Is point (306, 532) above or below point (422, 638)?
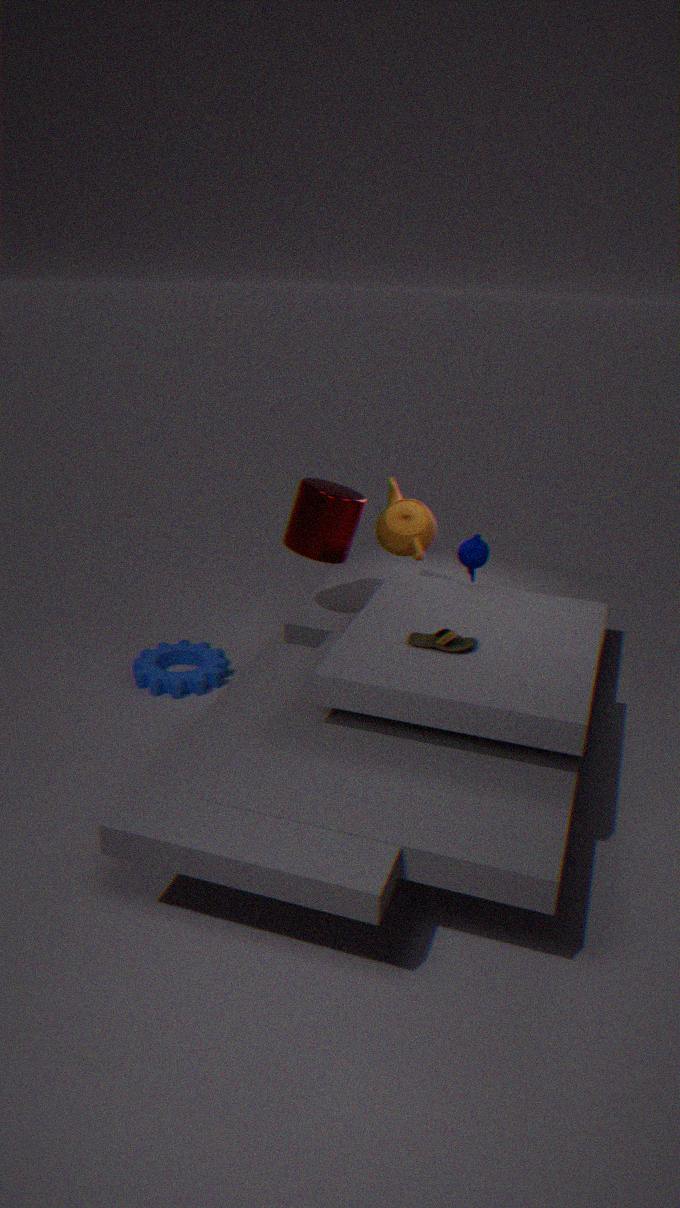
above
